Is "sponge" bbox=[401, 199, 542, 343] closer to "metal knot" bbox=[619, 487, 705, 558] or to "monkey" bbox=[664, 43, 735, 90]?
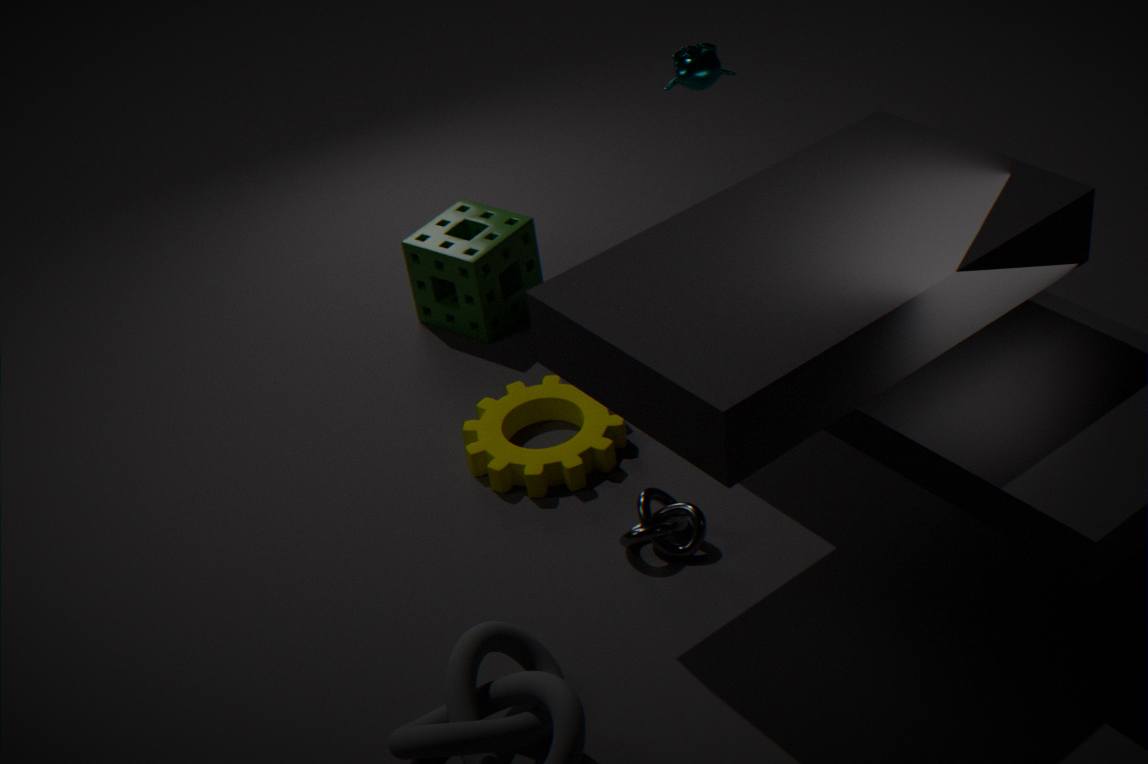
"monkey" bbox=[664, 43, 735, 90]
